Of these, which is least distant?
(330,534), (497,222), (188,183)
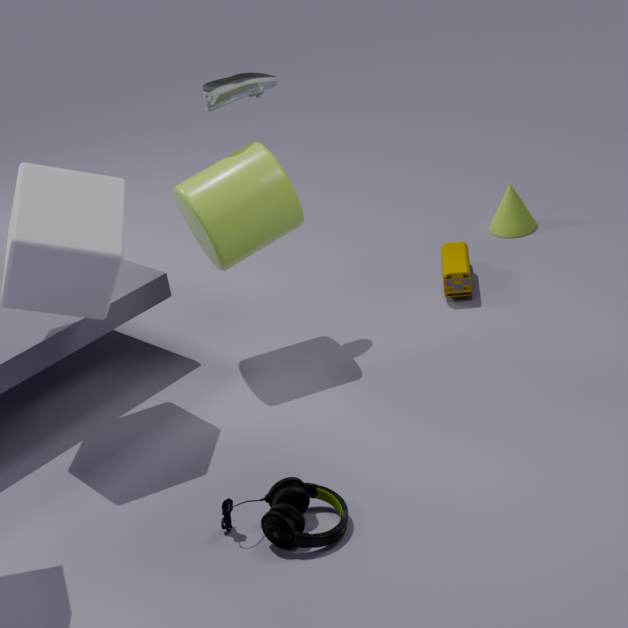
(330,534)
